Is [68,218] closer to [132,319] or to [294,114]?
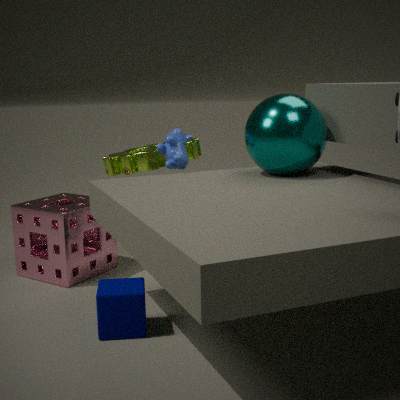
[132,319]
